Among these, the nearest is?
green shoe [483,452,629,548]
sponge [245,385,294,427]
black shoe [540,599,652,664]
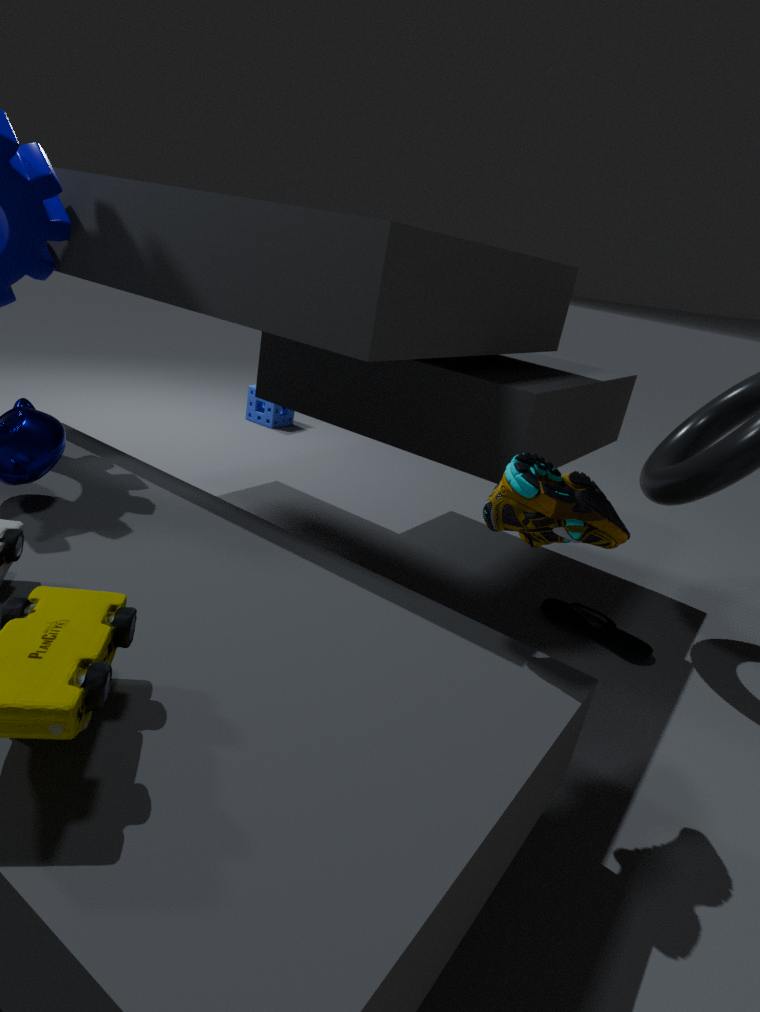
green shoe [483,452,629,548]
